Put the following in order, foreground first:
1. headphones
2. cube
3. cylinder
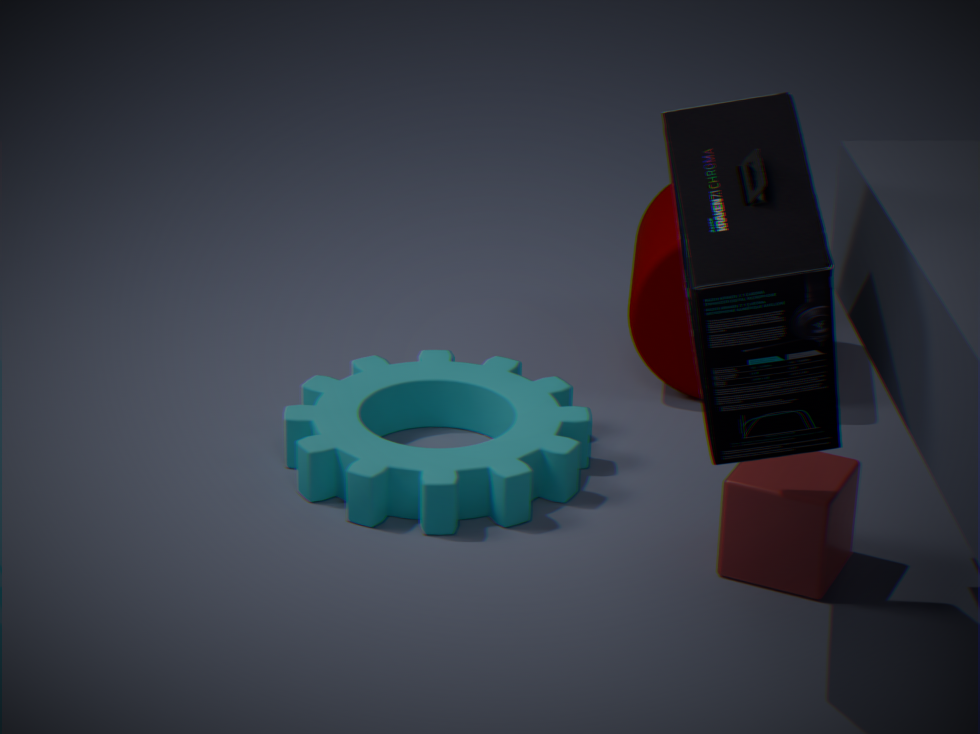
1. headphones
2. cube
3. cylinder
